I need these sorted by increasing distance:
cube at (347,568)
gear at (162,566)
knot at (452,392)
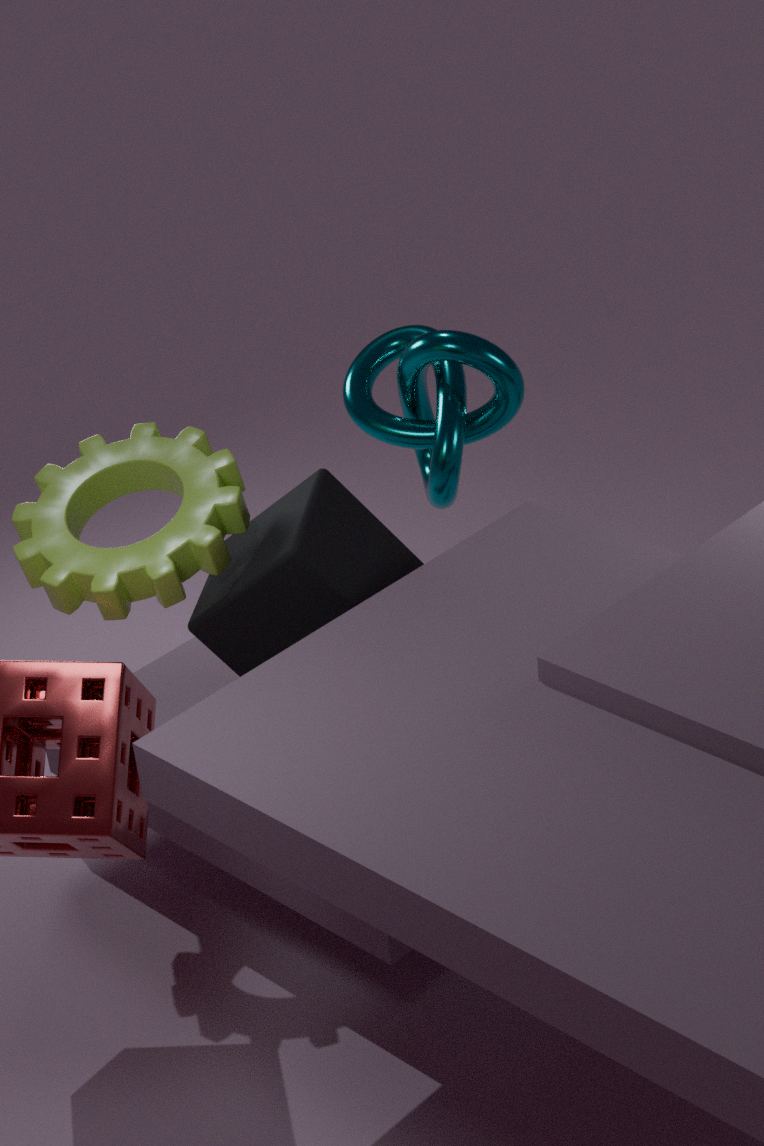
cube at (347,568) → gear at (162,566) → knot at (452,392)
